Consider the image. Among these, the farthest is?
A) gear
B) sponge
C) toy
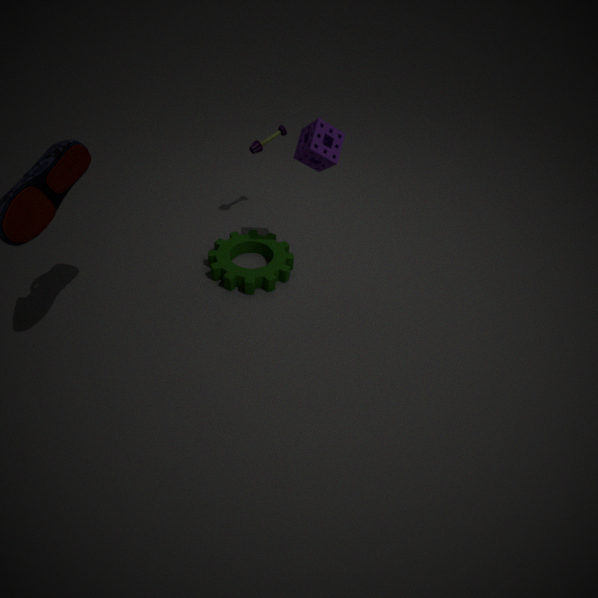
toy
